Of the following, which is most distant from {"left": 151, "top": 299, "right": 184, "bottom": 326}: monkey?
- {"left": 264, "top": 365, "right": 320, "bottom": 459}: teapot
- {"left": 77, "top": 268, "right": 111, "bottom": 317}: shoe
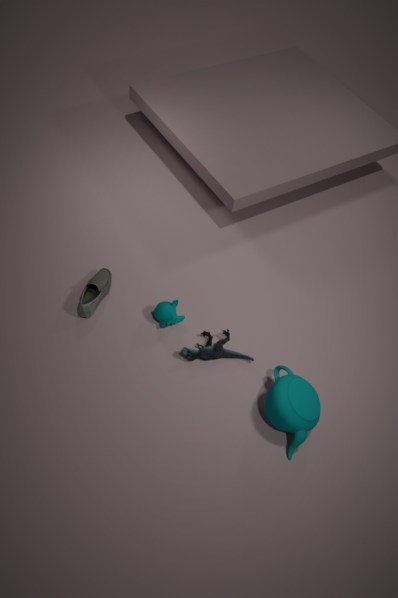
{"left": 264, "top": 365, "right": 320, "bottom": 459}: teapot
